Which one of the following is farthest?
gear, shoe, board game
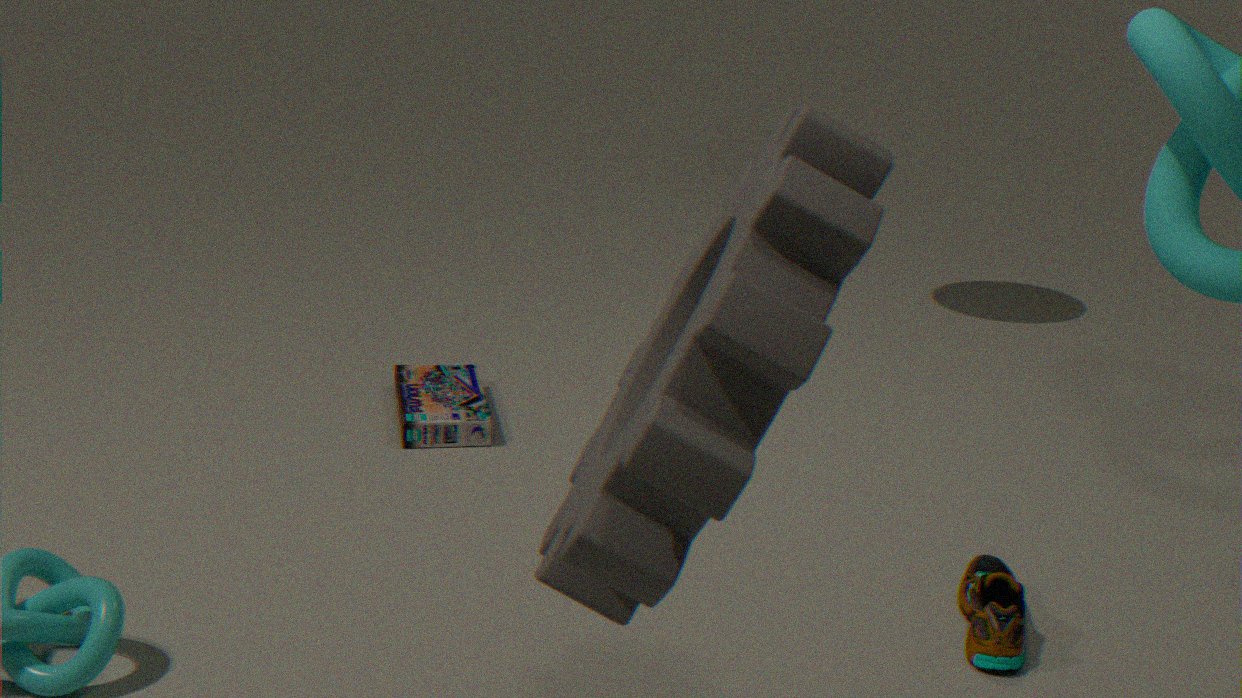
board game
